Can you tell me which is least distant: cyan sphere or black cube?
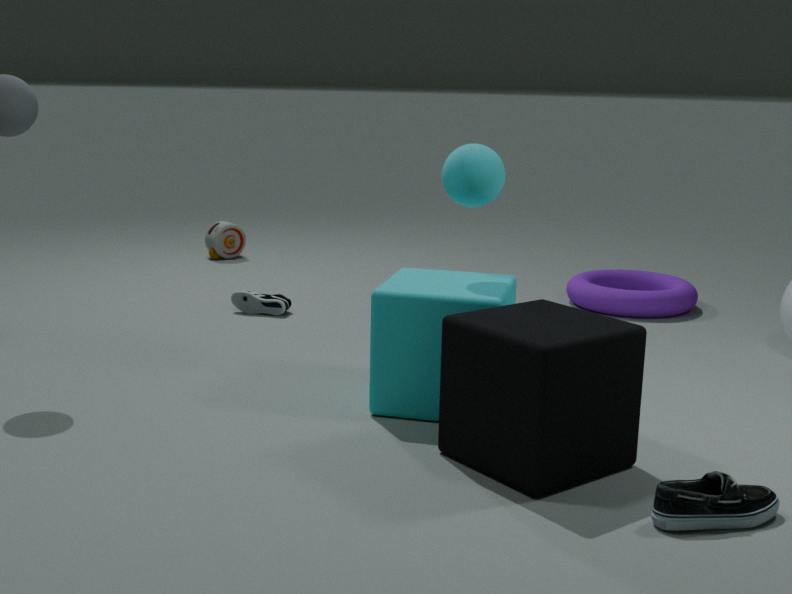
black cube
